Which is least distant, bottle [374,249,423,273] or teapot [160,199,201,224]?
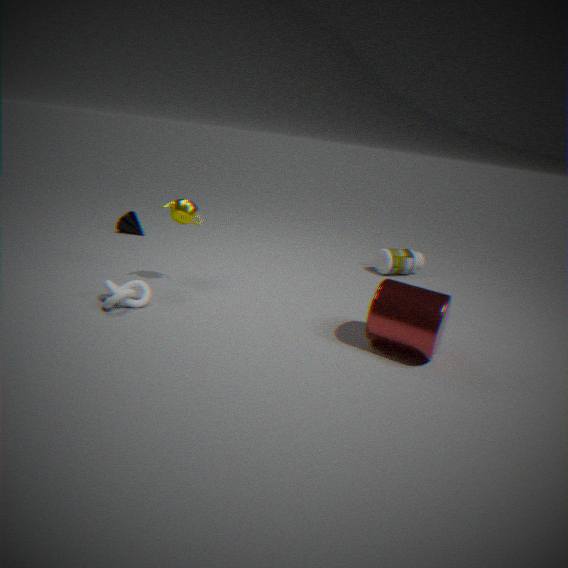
teapot [160,199,201,224]
